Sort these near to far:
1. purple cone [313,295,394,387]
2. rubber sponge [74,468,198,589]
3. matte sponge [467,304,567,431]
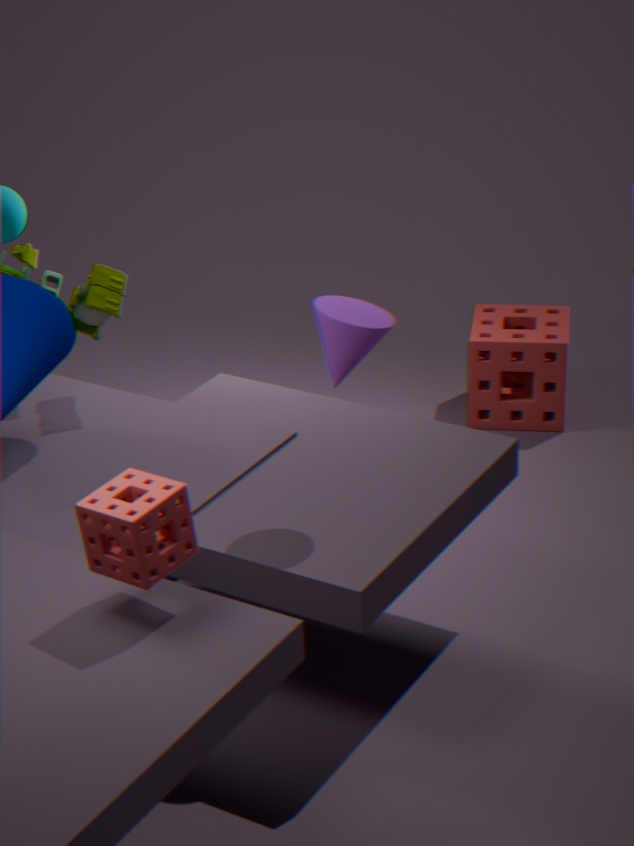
rubber sponge [74,468,198,589] → purple cone [313,295,394,387] → matte sponge [467,304,567,431]
